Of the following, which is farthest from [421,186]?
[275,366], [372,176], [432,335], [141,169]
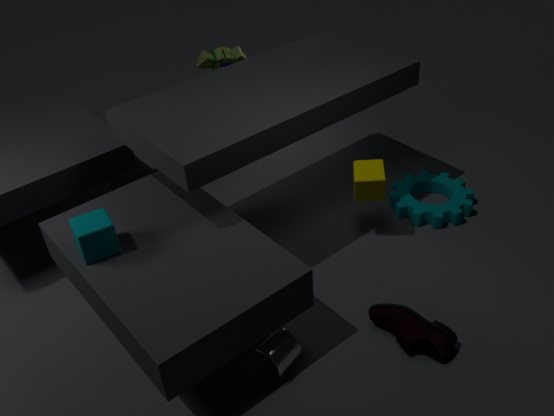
[141,169]
